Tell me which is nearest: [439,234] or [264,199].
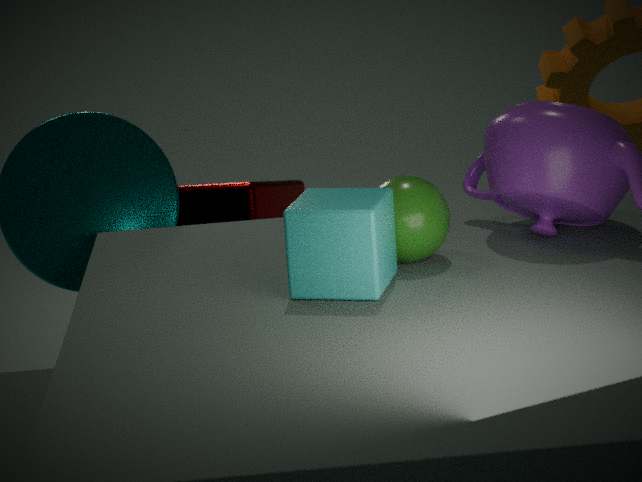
[439,234]
